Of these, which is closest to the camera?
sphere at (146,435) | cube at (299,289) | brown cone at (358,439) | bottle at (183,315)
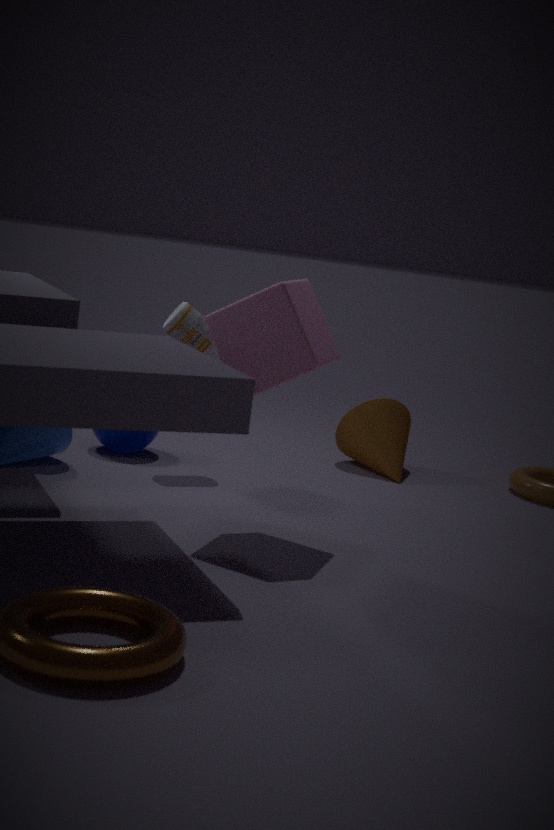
cube at (299,289)
